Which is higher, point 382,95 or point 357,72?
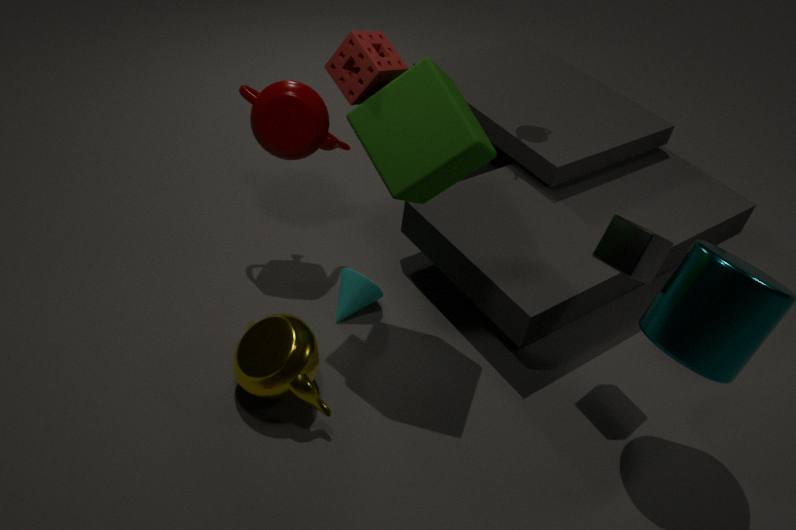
point 357,72
